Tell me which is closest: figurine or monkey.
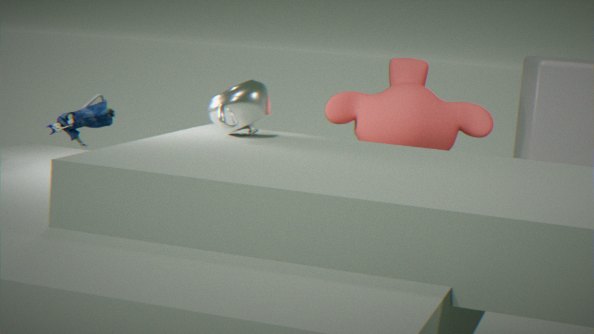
monkey
